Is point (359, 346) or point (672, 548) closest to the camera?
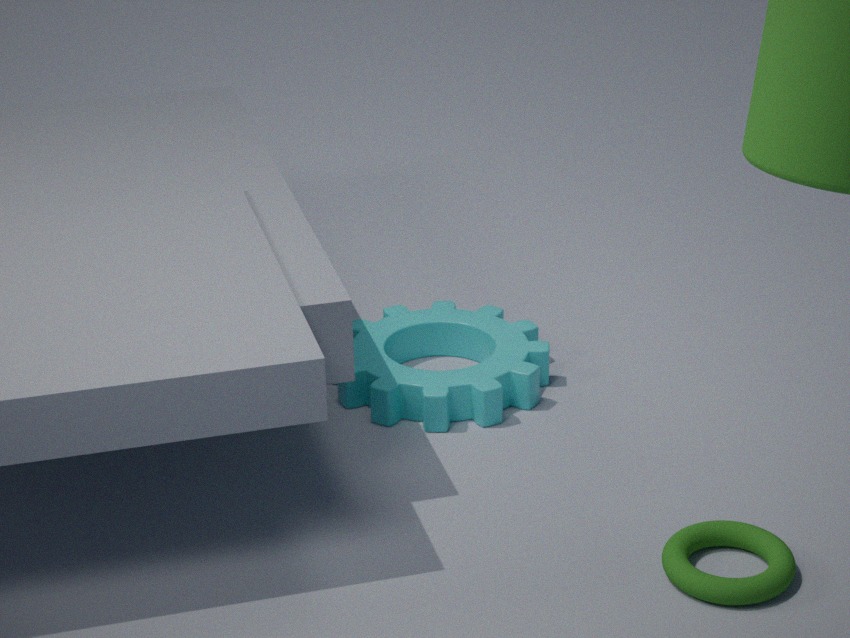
point (672, 548)
